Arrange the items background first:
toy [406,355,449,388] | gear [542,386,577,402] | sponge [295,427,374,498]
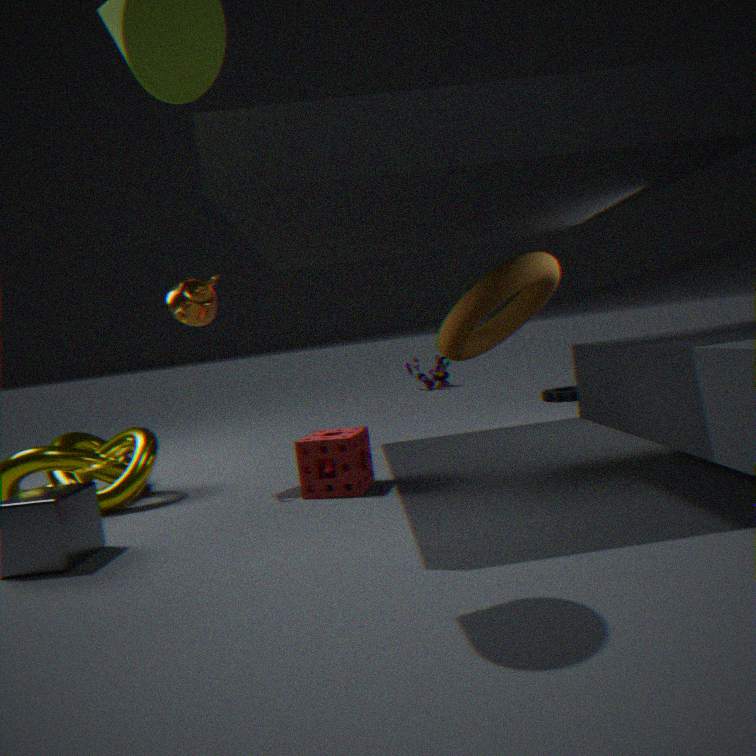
toy [406,355,449,388]
gear [542,386,577,402]
sponge [295,427,374,498]
